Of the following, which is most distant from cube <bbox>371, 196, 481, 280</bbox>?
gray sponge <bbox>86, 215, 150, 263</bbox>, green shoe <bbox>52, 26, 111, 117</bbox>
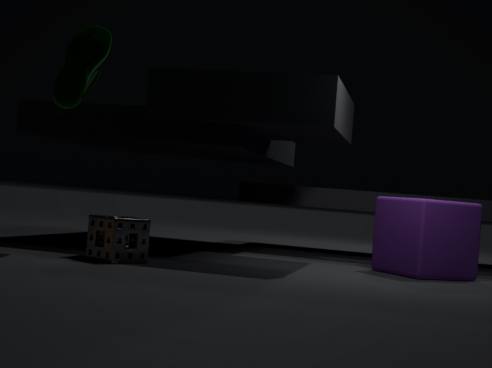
green shoe <bbox>52, 26, 111, 117</bbox>
